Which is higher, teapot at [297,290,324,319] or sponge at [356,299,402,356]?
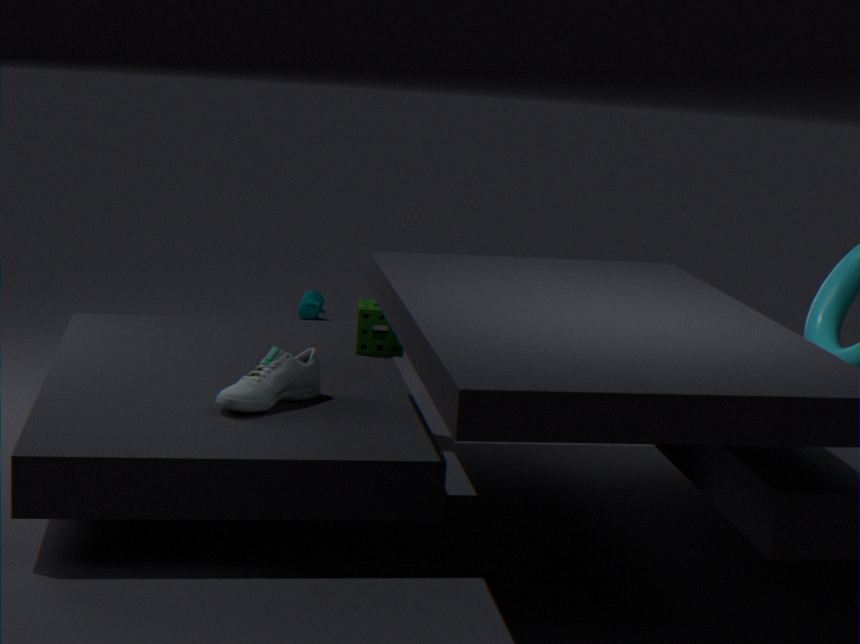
sponge at [356,299,402,356]
